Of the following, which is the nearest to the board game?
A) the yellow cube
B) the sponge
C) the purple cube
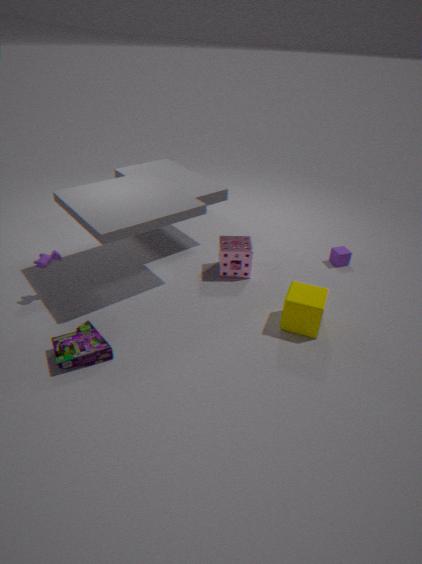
the sponge
